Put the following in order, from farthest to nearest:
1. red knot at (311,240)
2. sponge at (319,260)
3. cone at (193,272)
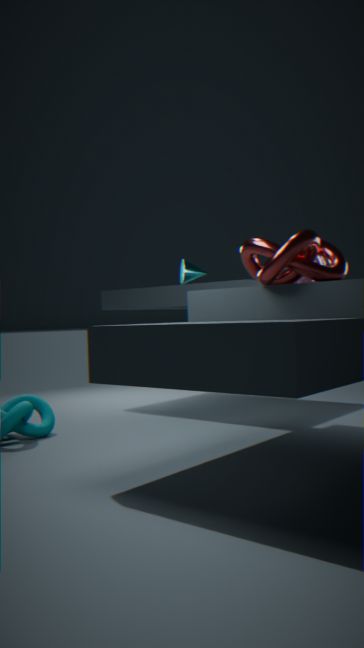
cone at (193,272), sponge at (319,260), red knot at (311,240)
